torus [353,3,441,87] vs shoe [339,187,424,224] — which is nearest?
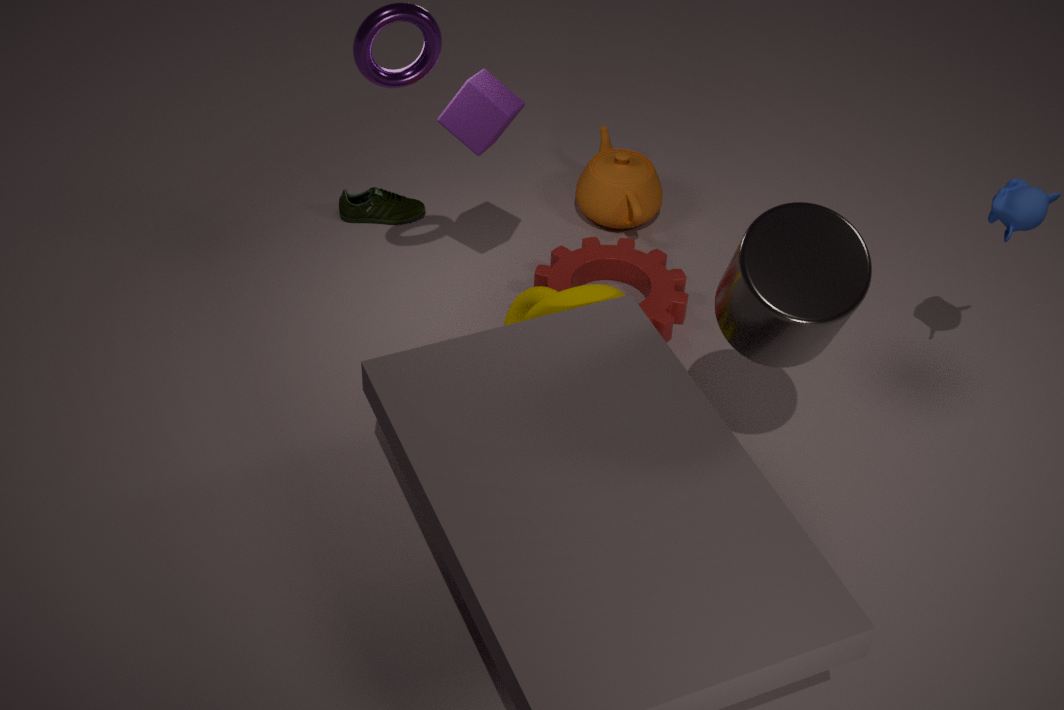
torus [353,3,441,87]
